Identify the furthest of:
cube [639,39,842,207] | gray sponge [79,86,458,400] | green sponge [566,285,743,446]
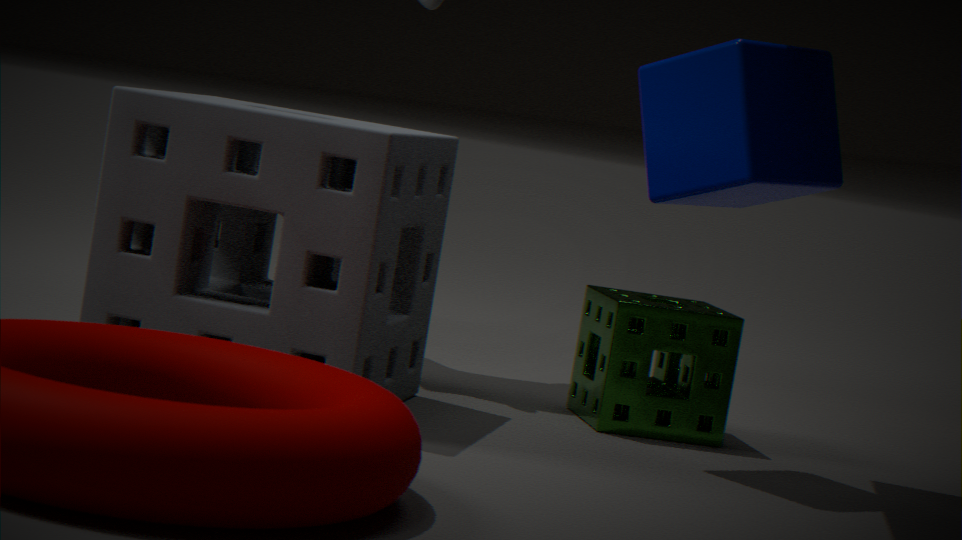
green sponge [566,285,743,446]
